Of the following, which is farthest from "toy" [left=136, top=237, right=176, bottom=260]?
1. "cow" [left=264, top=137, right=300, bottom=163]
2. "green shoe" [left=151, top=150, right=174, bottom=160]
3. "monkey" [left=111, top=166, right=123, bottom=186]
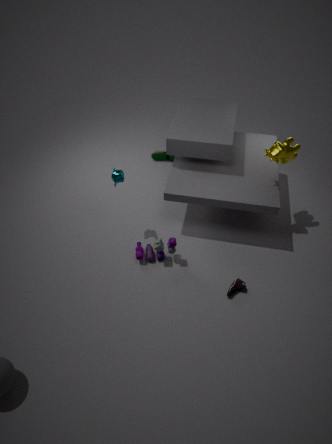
"green shoe" [left=151, top=150, right=174, bottom=160]
